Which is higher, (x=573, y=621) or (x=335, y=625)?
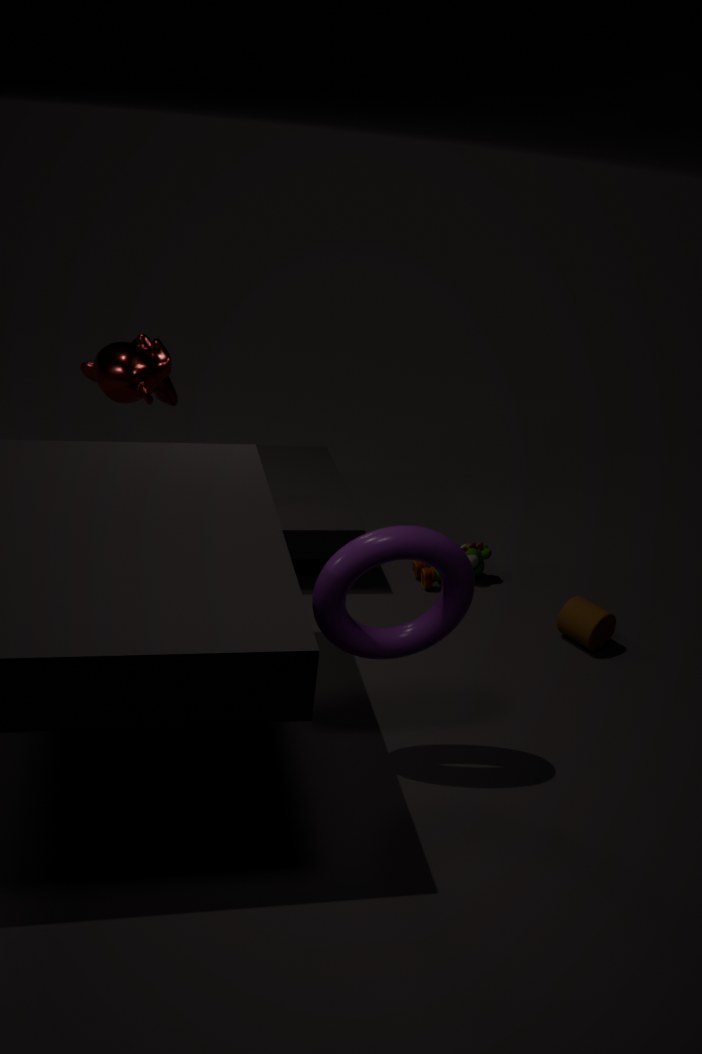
(x=335, y=625)
